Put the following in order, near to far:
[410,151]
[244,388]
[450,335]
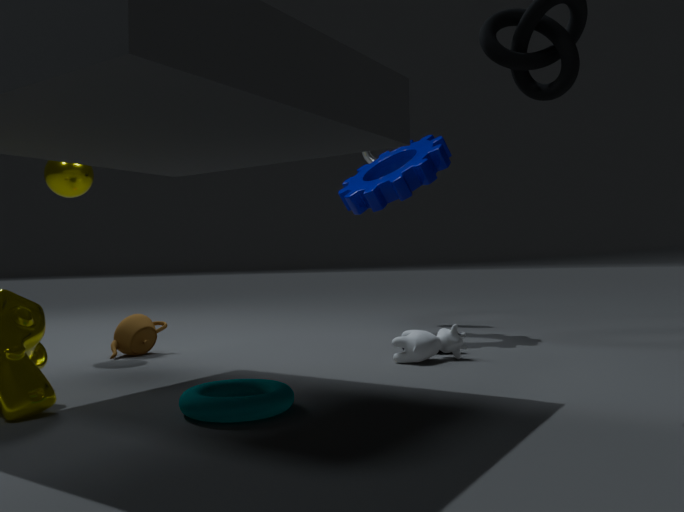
[244,388], [450,335], [410,151]
